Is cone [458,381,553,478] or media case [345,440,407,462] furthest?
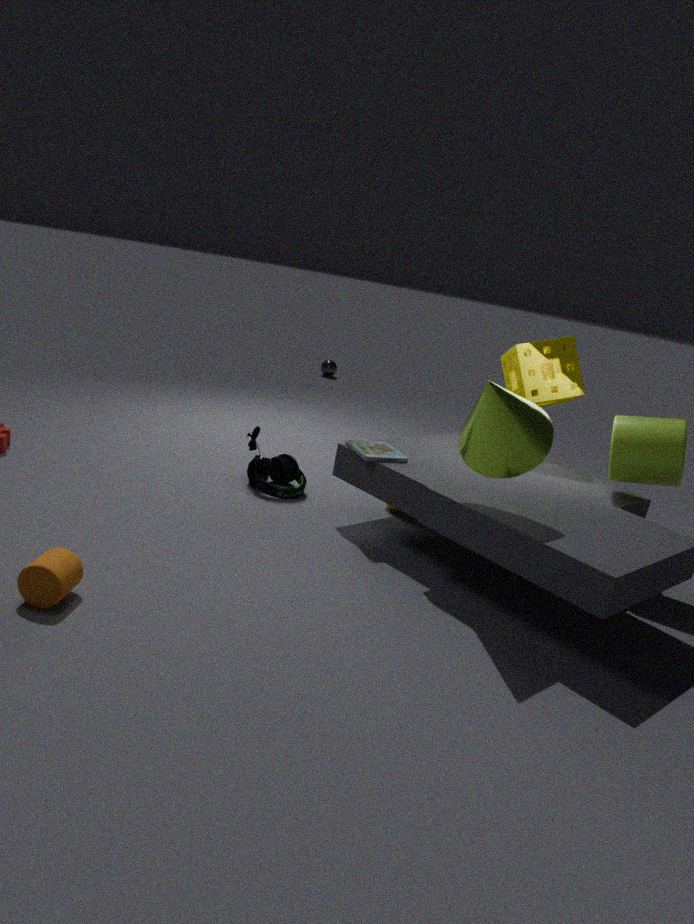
media case [345,440,407,462]
